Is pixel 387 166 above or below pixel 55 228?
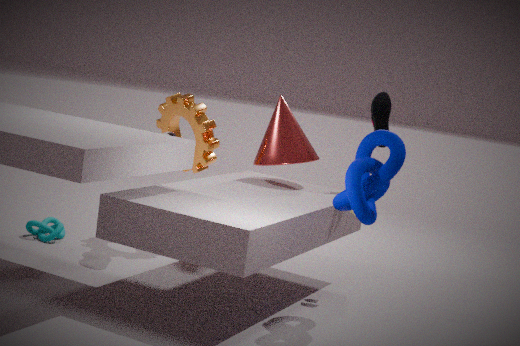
above
